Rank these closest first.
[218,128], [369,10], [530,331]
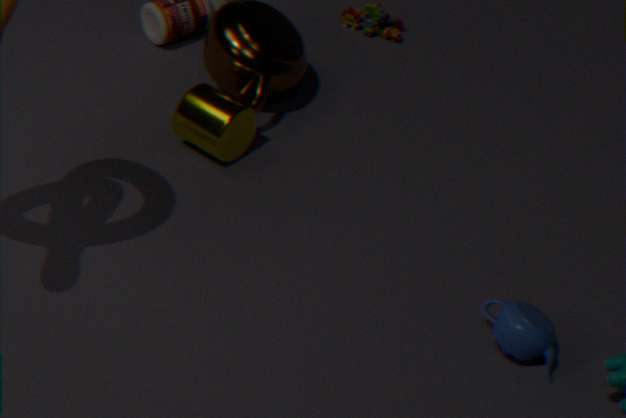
1. [530,331]
2. [218,128]
3. [369,10]
